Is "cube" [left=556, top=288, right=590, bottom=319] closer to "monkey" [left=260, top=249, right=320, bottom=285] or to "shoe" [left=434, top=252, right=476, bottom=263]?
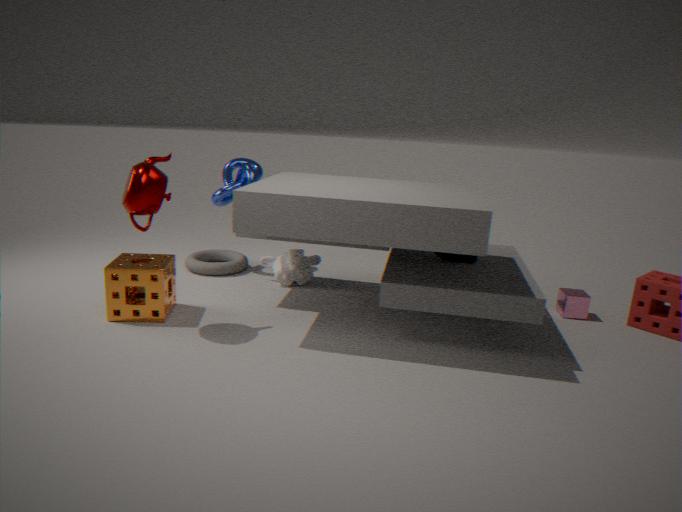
"shoe" [left=434, top=252, right=476, bottom=263]
